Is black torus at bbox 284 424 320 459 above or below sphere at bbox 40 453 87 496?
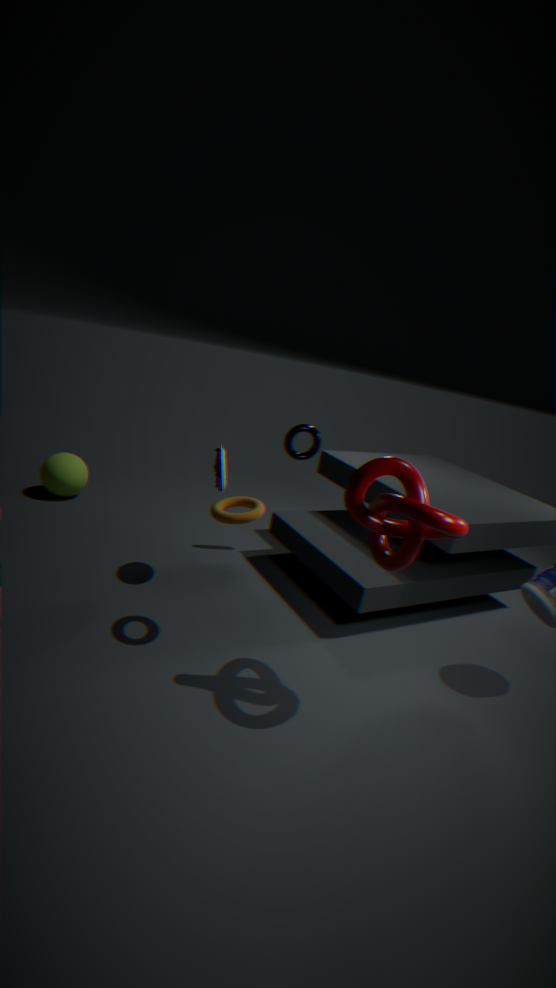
above
